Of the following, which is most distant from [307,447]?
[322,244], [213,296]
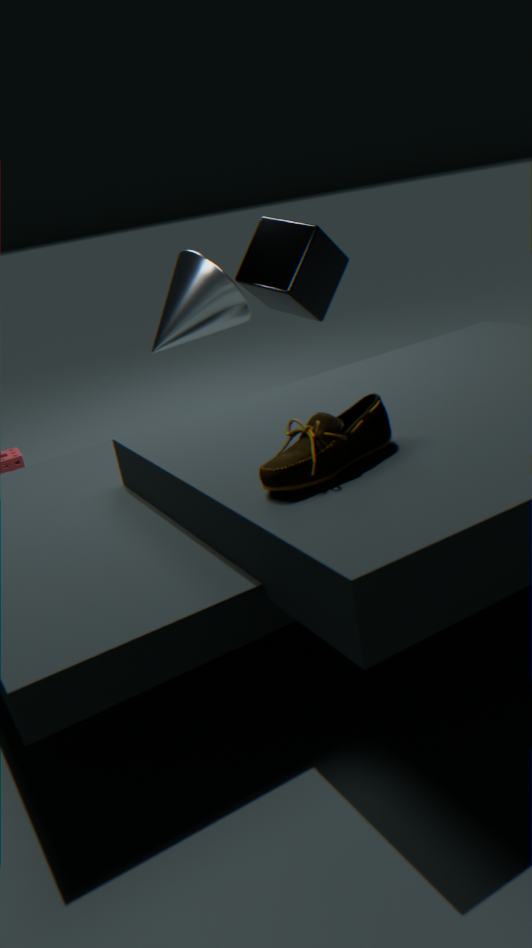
[322,244]
